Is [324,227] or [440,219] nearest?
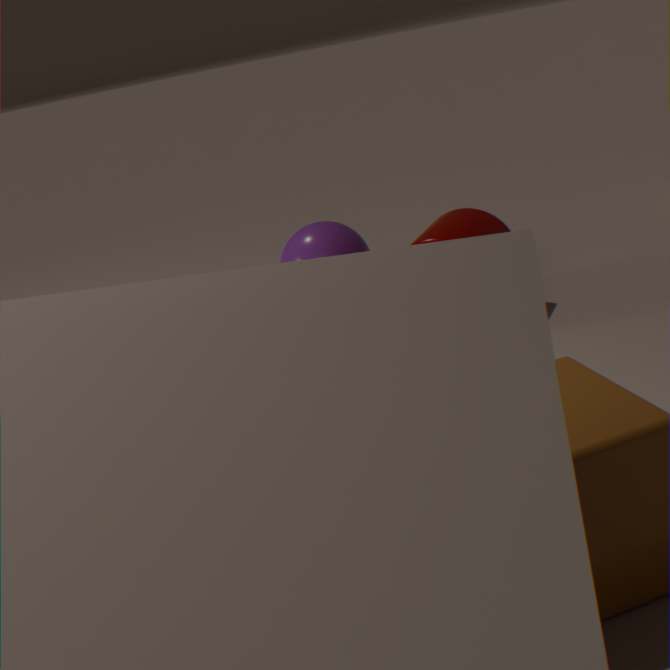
[440,219]
